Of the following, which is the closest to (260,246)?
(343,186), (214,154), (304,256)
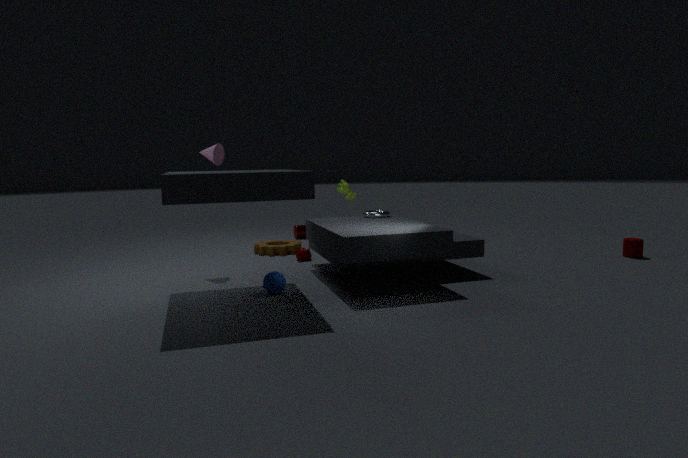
(304,256)
